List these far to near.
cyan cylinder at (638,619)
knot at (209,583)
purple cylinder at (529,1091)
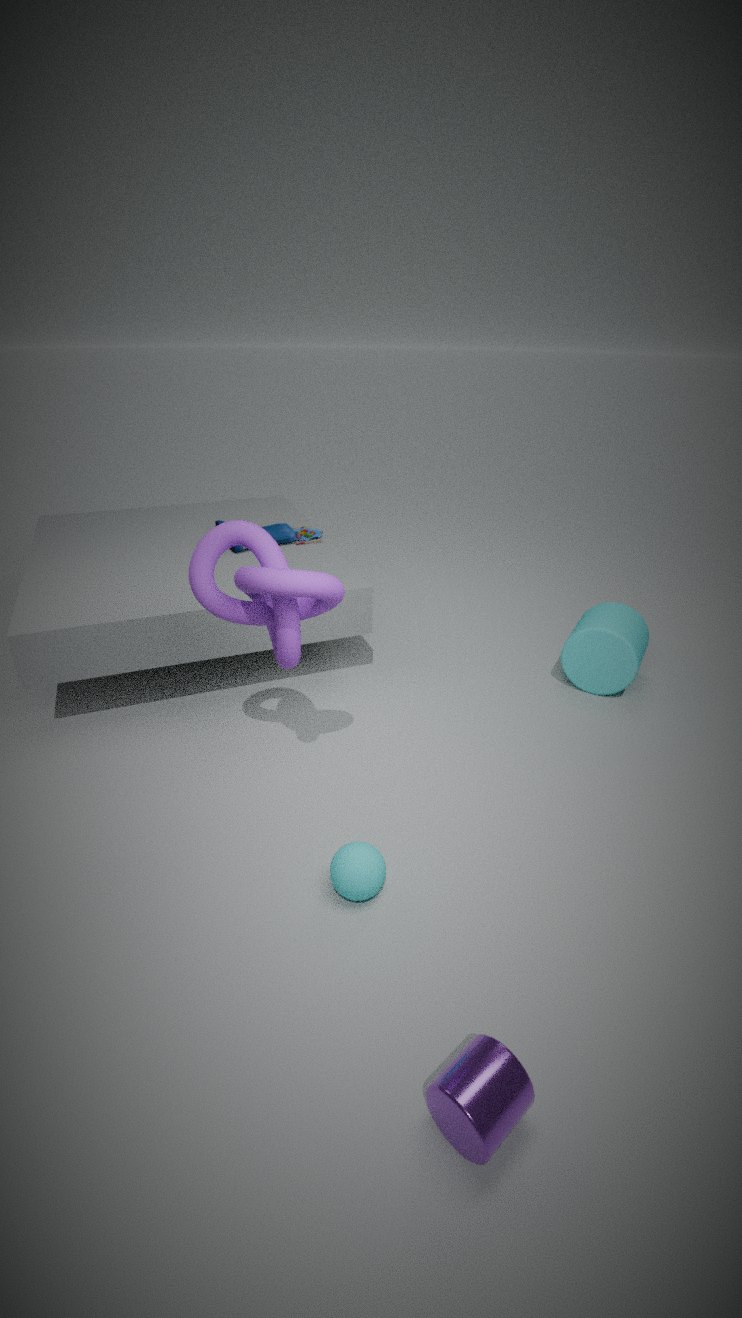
cyan cylinder at (638,619) < knot at (209,583) < purple cylinder at (529,1091)
